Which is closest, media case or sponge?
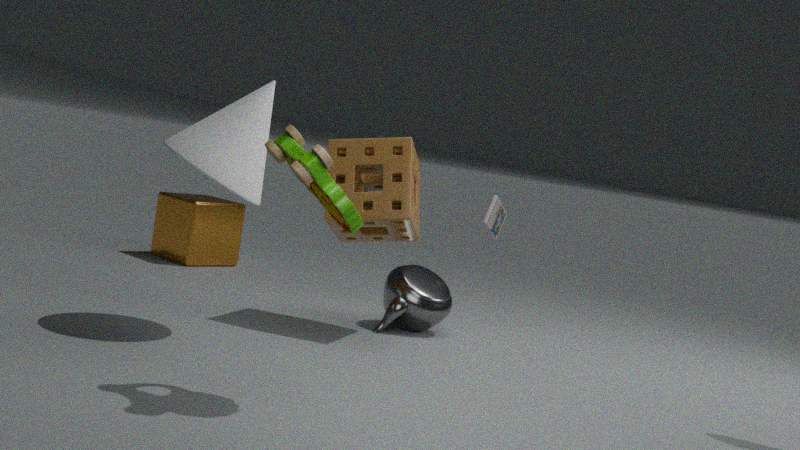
sponge
